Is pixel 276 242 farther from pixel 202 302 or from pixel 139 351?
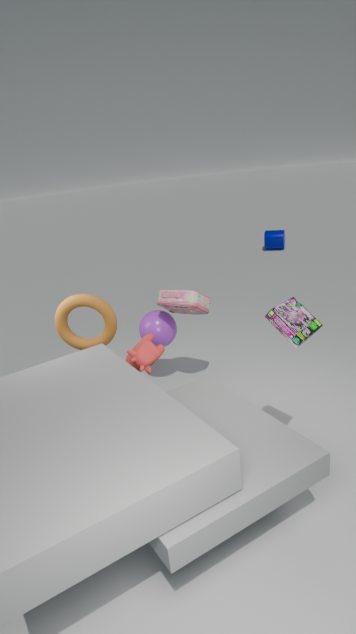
pixel 139 351
